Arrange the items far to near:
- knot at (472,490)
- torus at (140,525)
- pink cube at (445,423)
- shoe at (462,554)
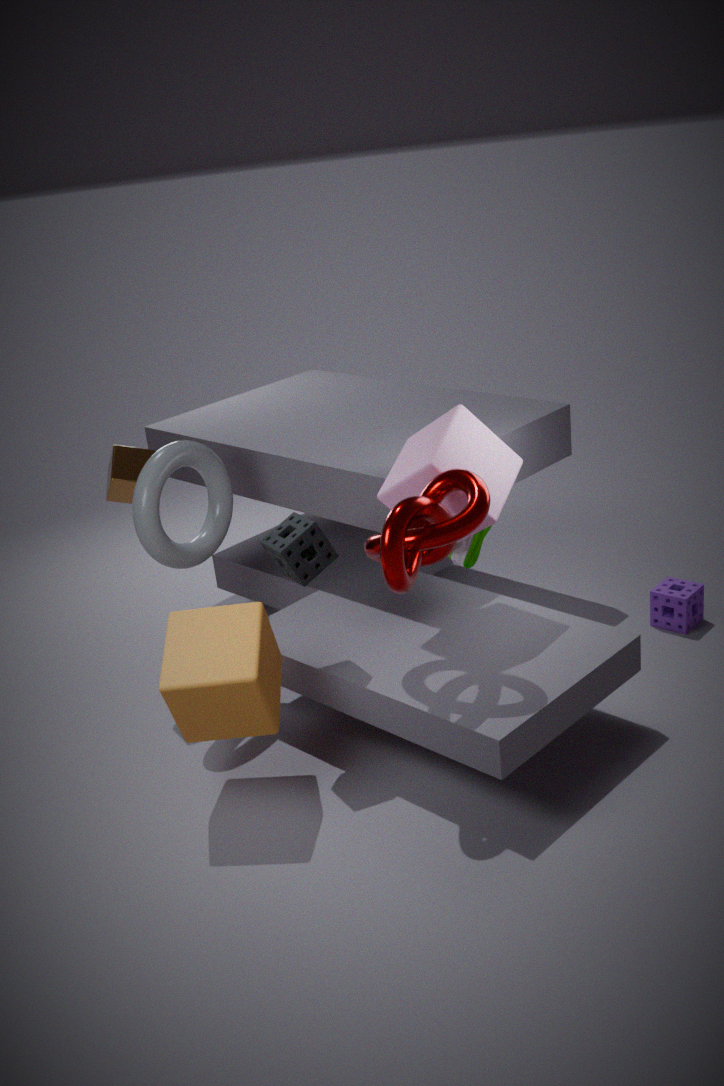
shoe at (462,554) → torus at (140,525) → pink cube at (445,423) → knot at (472,490)
